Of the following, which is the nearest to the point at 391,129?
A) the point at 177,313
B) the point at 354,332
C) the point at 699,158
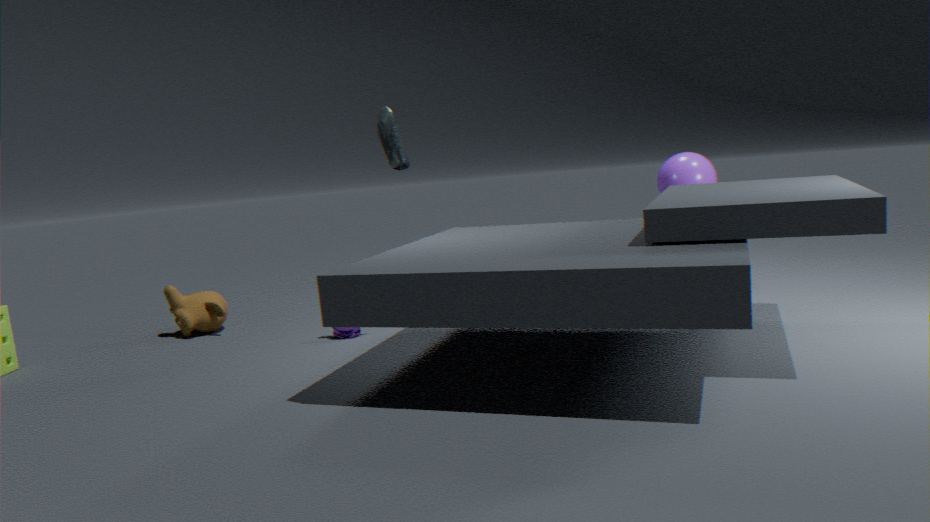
the point at 354,332
